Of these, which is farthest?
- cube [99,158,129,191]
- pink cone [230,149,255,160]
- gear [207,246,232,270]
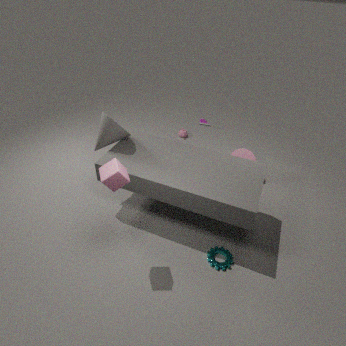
pink cone [230,149,255,160]
